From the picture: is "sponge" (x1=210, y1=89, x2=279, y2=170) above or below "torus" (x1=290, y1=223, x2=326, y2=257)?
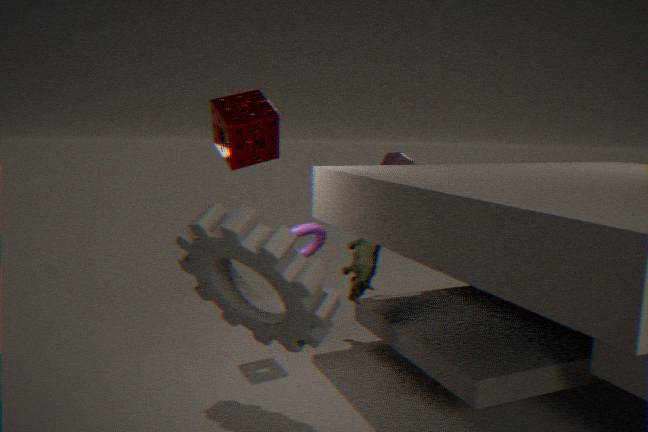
above
